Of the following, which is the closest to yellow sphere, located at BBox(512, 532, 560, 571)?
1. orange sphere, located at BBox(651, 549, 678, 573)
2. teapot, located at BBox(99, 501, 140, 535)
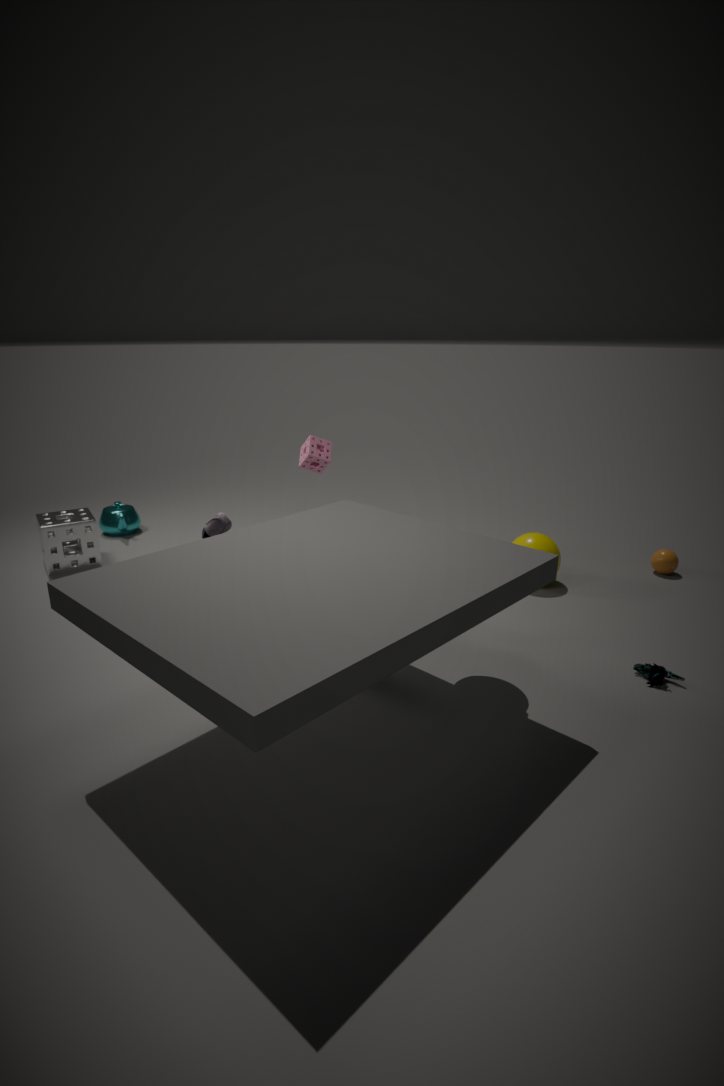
orange sphere, located at BBox(651, 549, 678, 573)
